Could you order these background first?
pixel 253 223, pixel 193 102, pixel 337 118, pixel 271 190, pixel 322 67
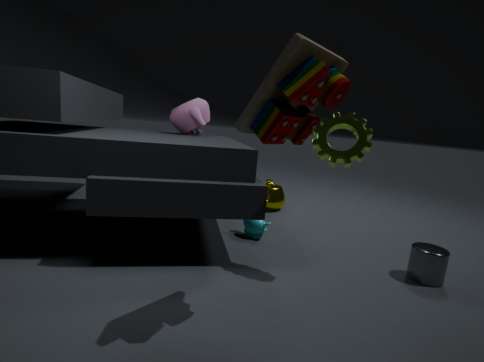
1. pixel 271 190
2. pixel 193 102
3. pixel 253 223
4. pixel 337 118
5. pixel 322 67
